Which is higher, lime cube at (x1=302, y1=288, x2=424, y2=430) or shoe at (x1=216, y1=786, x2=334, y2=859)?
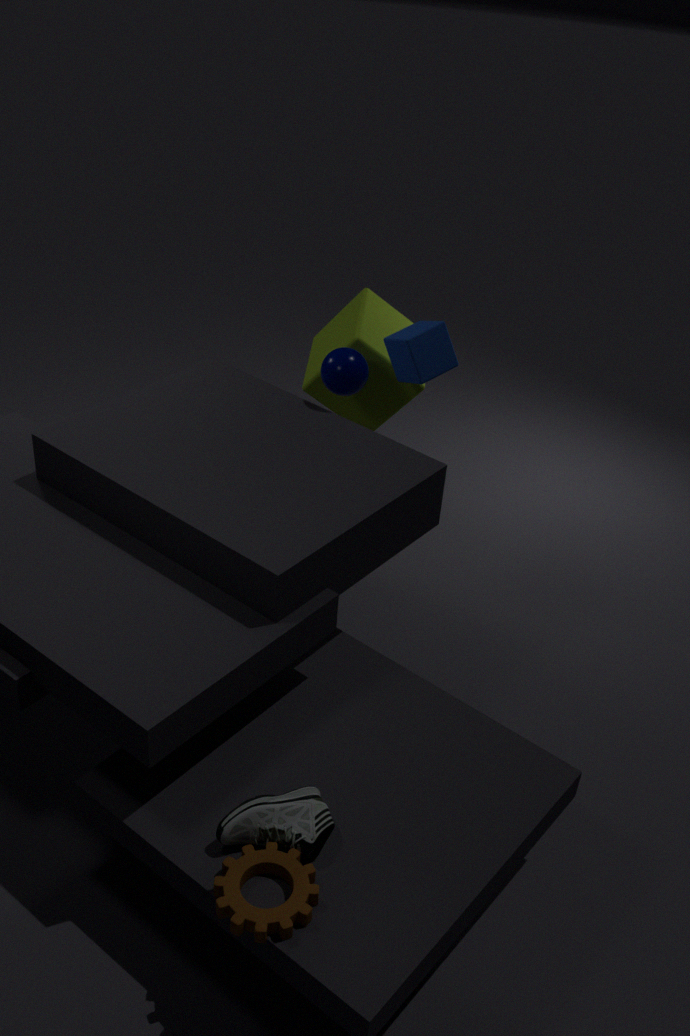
lime cube at (x1=302, y1=288, x2=424, y2=430)
